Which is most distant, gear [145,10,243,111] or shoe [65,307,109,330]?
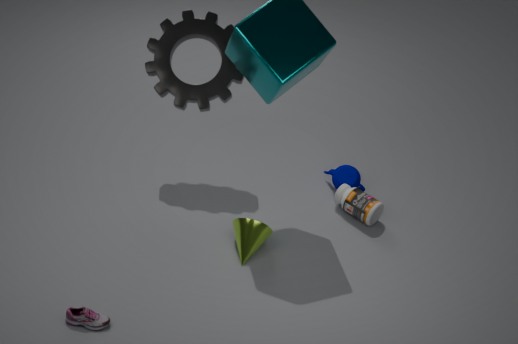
gear [145,10,243,111]
